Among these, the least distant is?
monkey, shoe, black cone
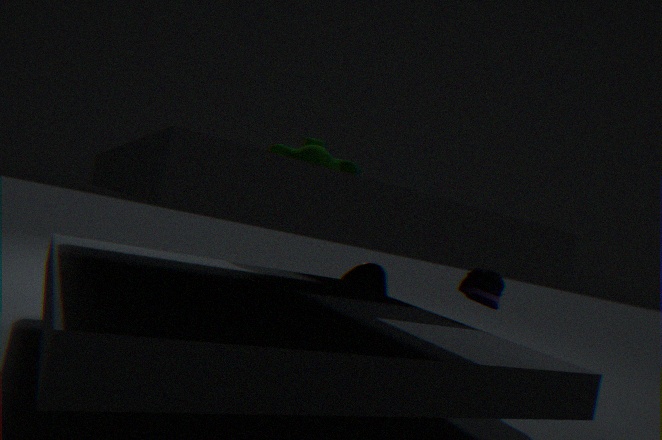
monkey
